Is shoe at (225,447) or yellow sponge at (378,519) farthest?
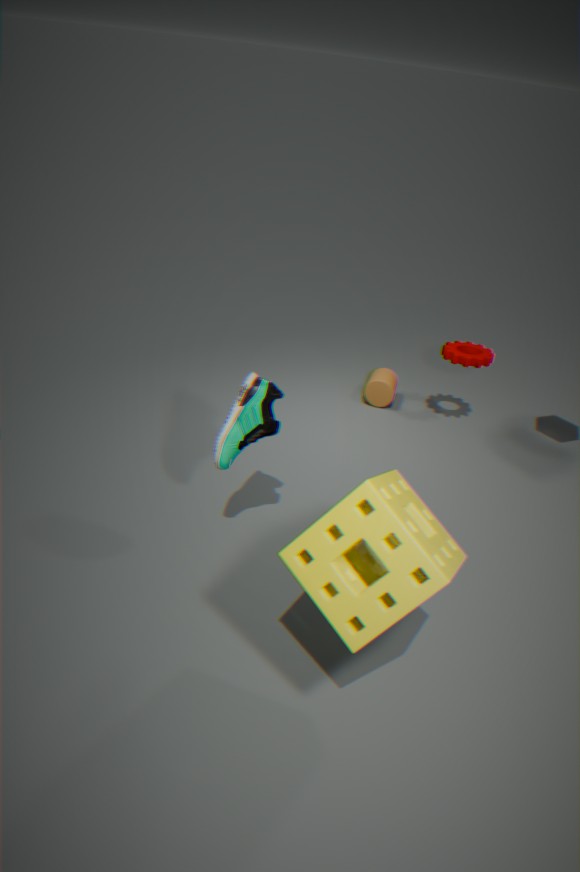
shoe at (225,447)
